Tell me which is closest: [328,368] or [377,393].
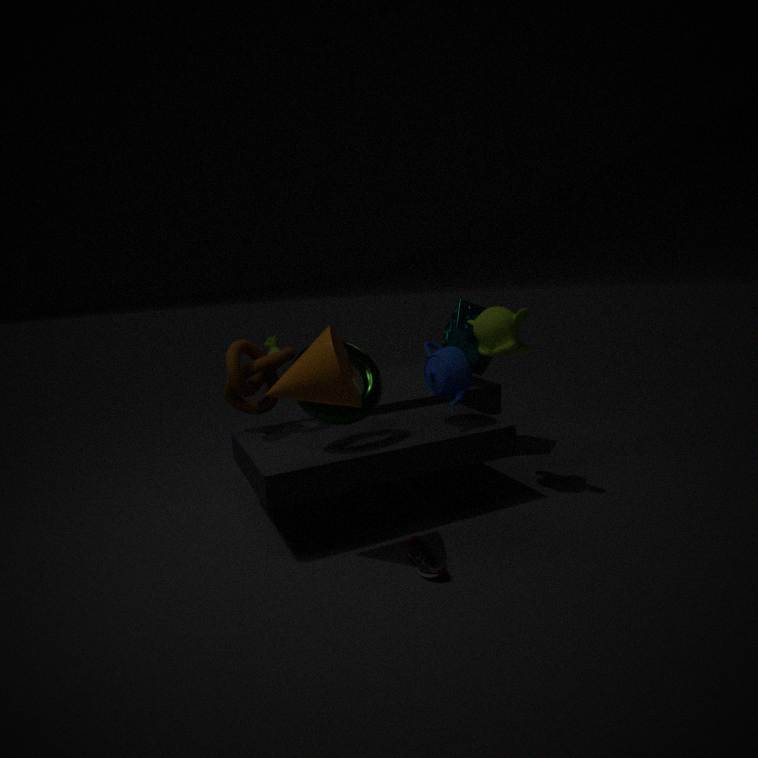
[328,368]
